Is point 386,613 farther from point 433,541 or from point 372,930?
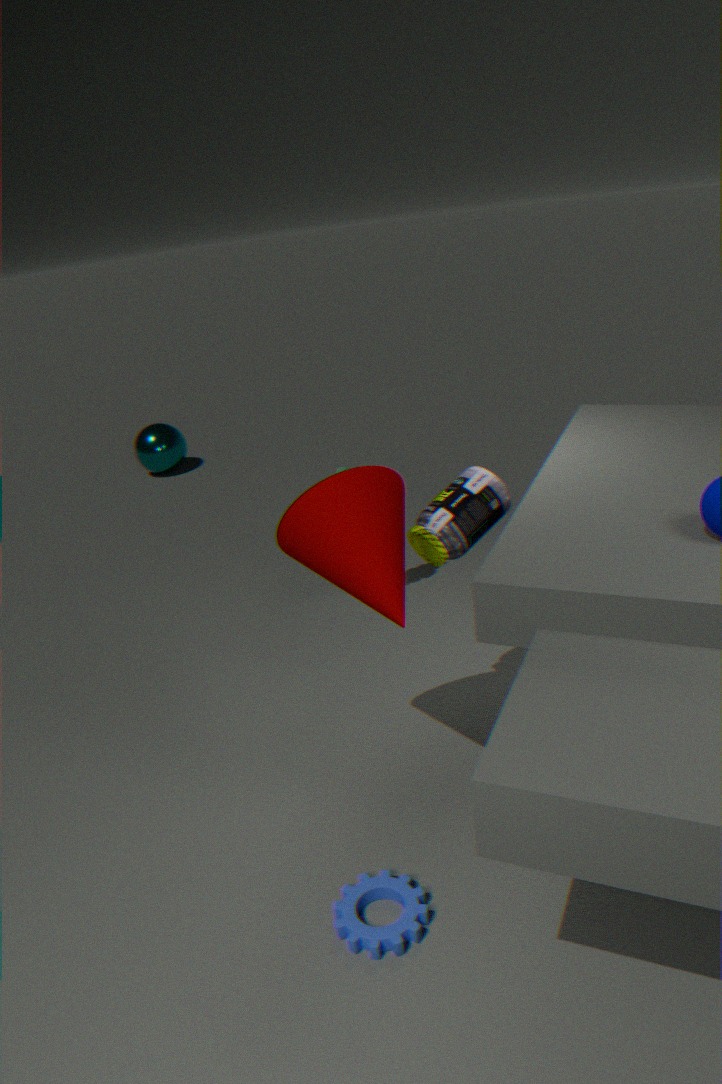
point 372,930
